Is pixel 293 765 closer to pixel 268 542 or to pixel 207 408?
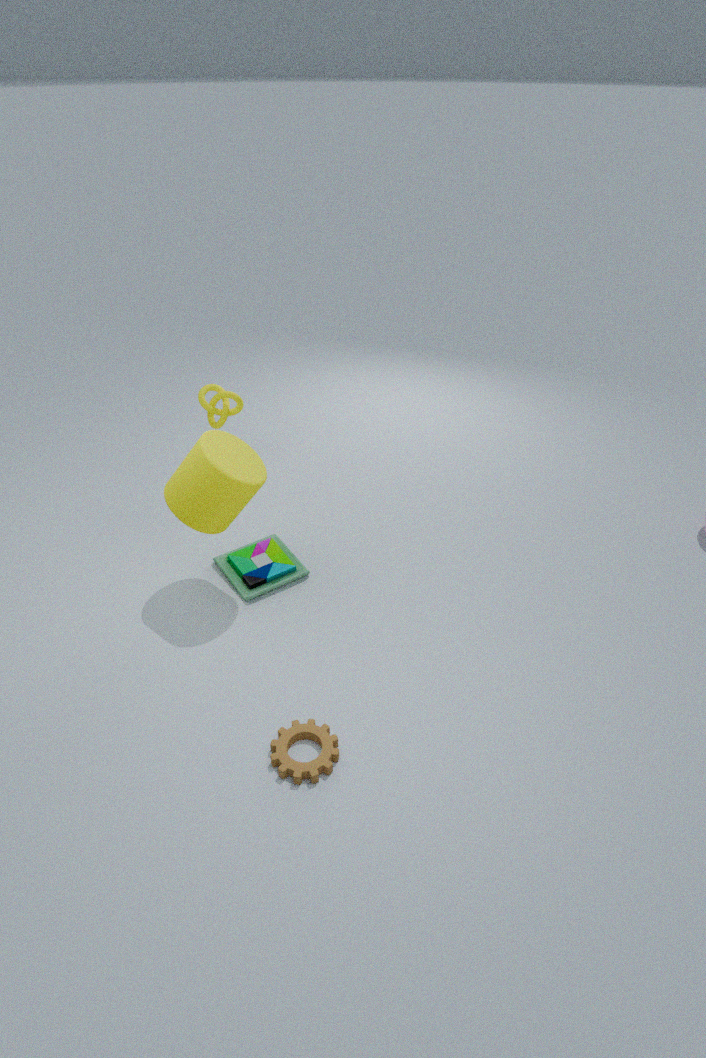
pixel 268 542
